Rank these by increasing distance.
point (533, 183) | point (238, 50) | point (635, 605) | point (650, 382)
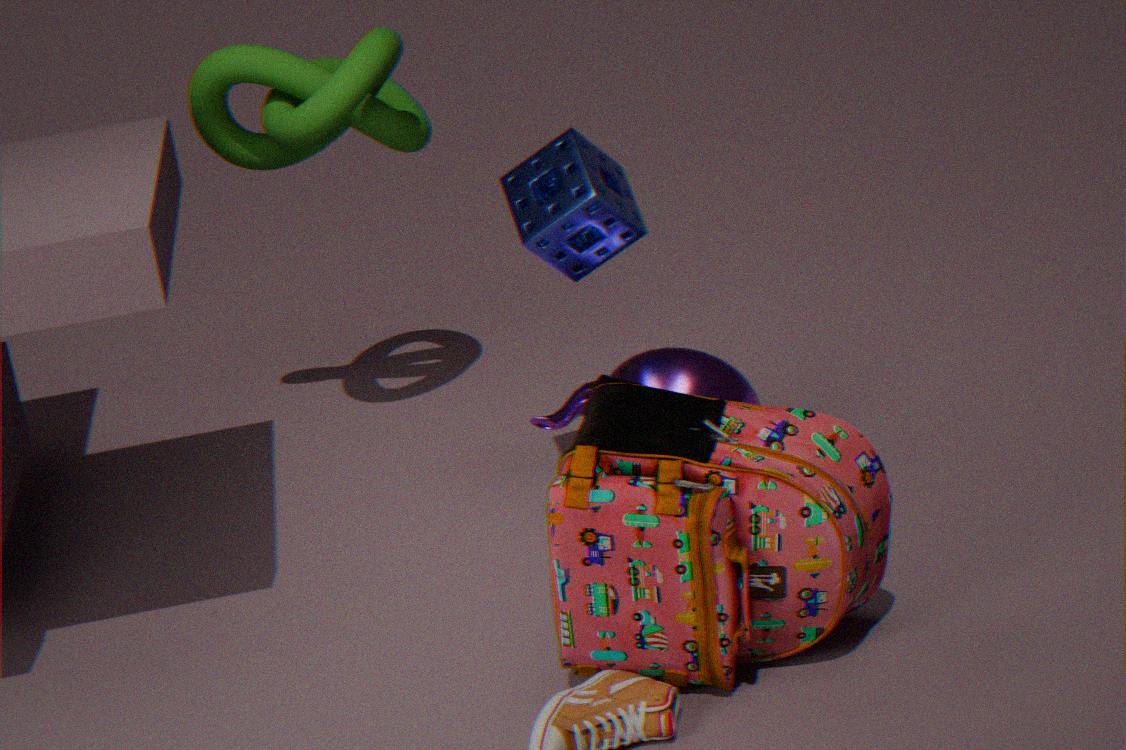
point (635, 605) → point (533, 183) → point (650, 382) → point (238, 50)
